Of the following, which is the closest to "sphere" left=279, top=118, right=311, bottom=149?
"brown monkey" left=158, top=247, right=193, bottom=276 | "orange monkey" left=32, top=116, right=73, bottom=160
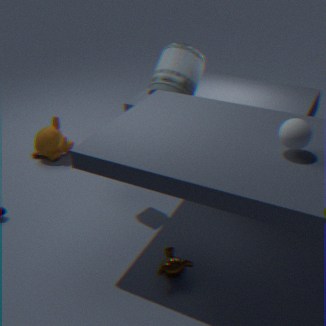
"brown monkey" left=158, top=247, right=193, bottom=276
